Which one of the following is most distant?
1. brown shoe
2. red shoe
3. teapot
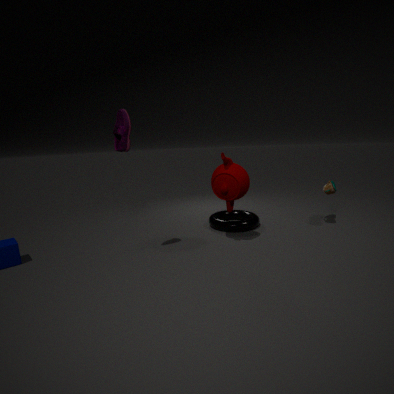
brown shoe
